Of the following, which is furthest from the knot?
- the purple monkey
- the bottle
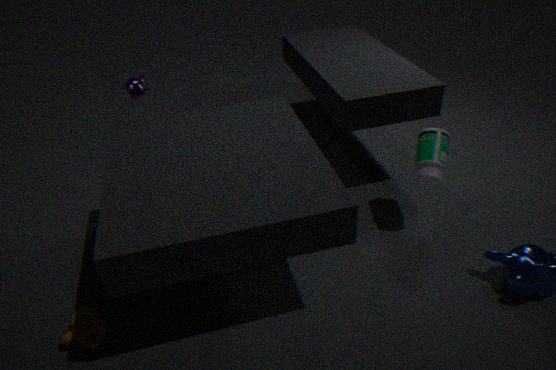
the bottle
